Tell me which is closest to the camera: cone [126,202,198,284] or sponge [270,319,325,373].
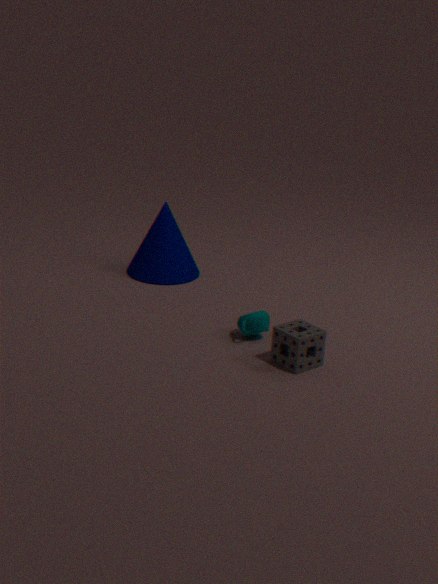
sponge [270,319,325,373]
